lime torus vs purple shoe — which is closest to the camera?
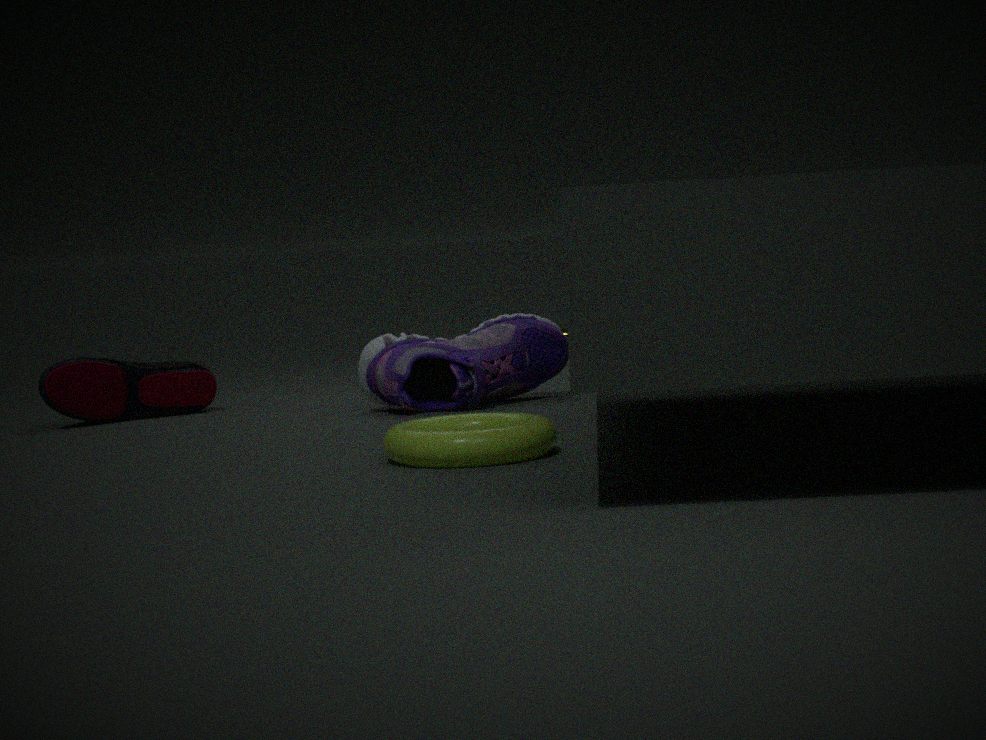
lime torus
